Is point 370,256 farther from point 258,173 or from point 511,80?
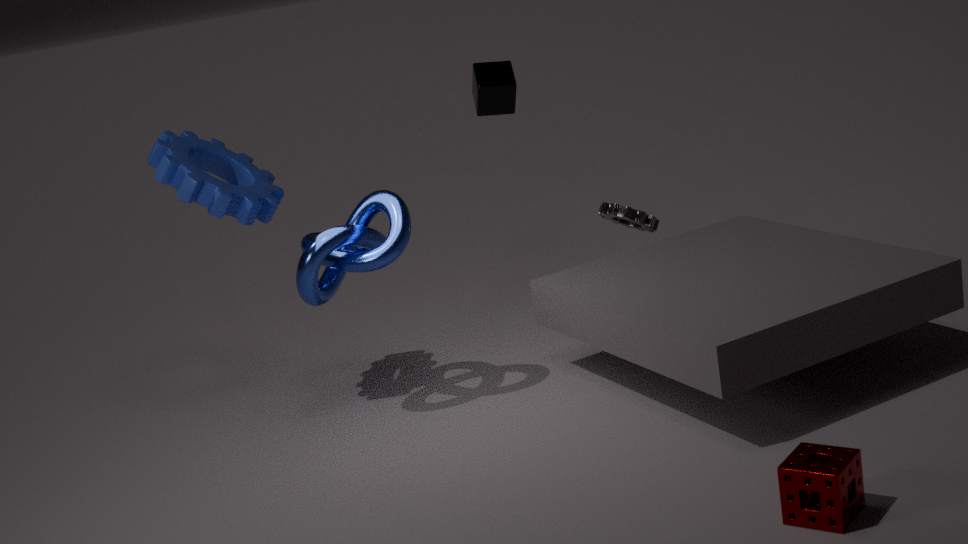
point 511,80
